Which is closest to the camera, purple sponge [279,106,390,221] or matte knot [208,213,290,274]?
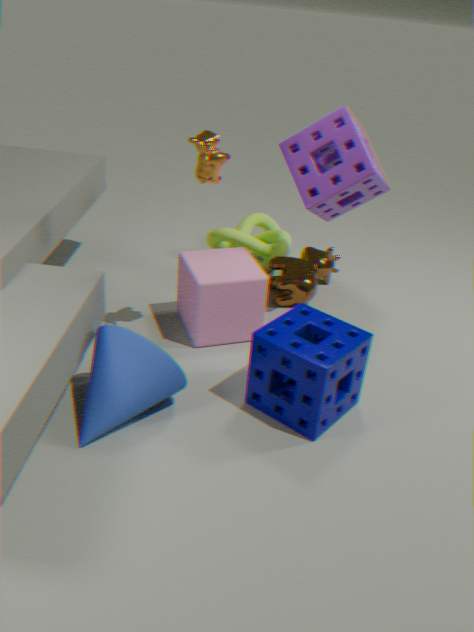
purple sponge [279,106,390,221]
